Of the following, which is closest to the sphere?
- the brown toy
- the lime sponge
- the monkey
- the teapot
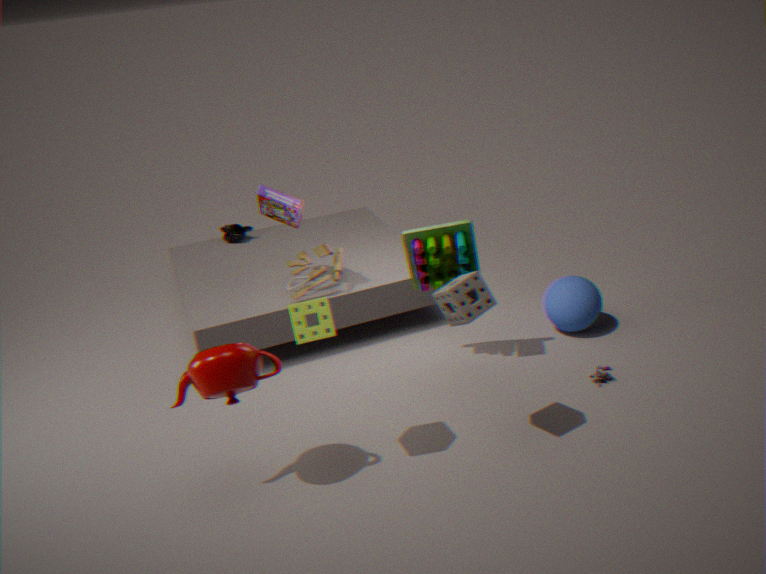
the brown toy
